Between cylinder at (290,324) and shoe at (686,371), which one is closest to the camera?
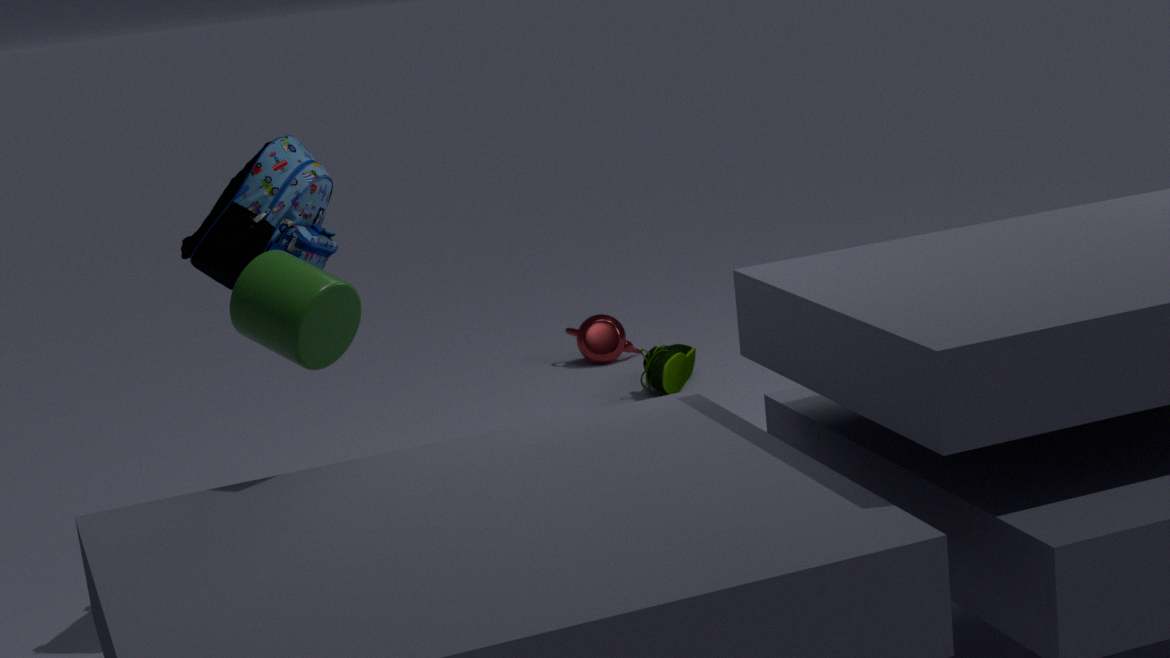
cylinder at (290,324)
